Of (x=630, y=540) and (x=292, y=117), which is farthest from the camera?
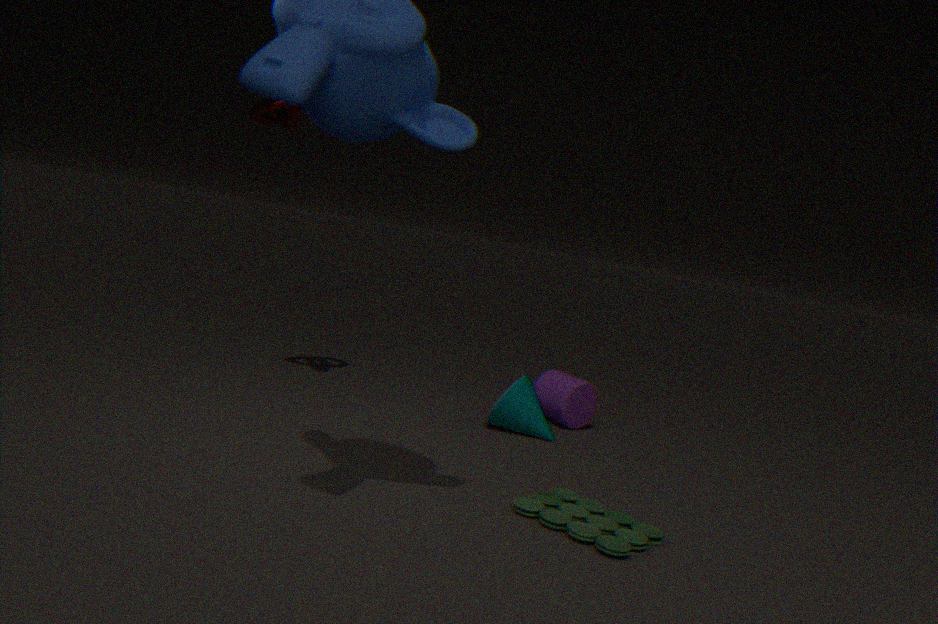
(x=292, y=117)
